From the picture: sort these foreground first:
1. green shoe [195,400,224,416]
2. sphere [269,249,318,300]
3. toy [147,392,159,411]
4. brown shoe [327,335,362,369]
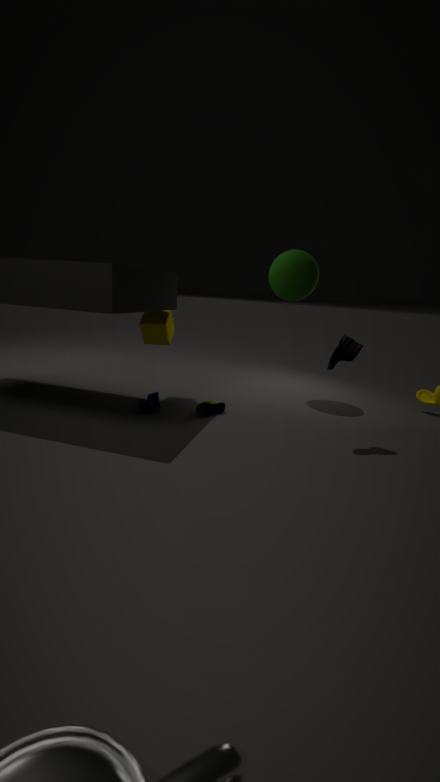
1. brown shoe [327,335,362,369]
2. green shoe [195,400,224,416]
3. toy [147,392,159,411]
4. sphere [269,249,318,300]
